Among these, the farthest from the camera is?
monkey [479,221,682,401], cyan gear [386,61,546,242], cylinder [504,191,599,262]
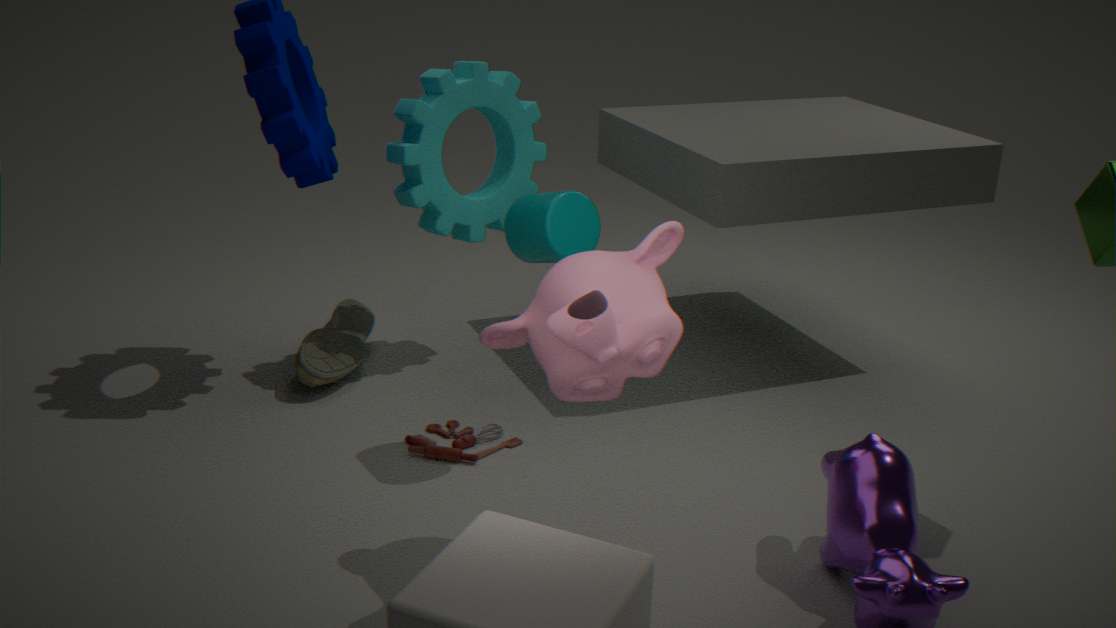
cyan gear [386,61,546,242]
